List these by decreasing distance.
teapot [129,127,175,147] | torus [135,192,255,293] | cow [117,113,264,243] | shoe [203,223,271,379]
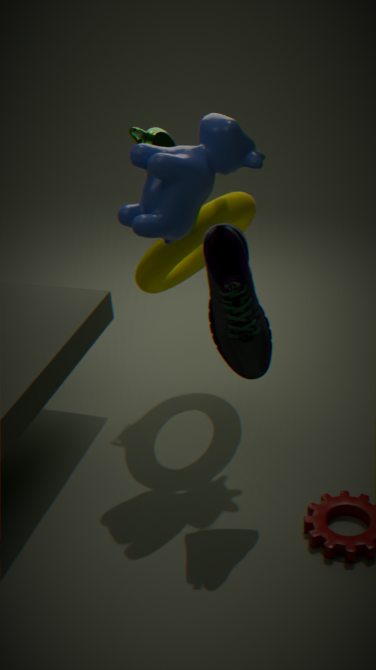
teapot [129,127,175,147] → torus [135,192,255,293] → cow [117,113,264,243] → shoe [203,223,271,379]
